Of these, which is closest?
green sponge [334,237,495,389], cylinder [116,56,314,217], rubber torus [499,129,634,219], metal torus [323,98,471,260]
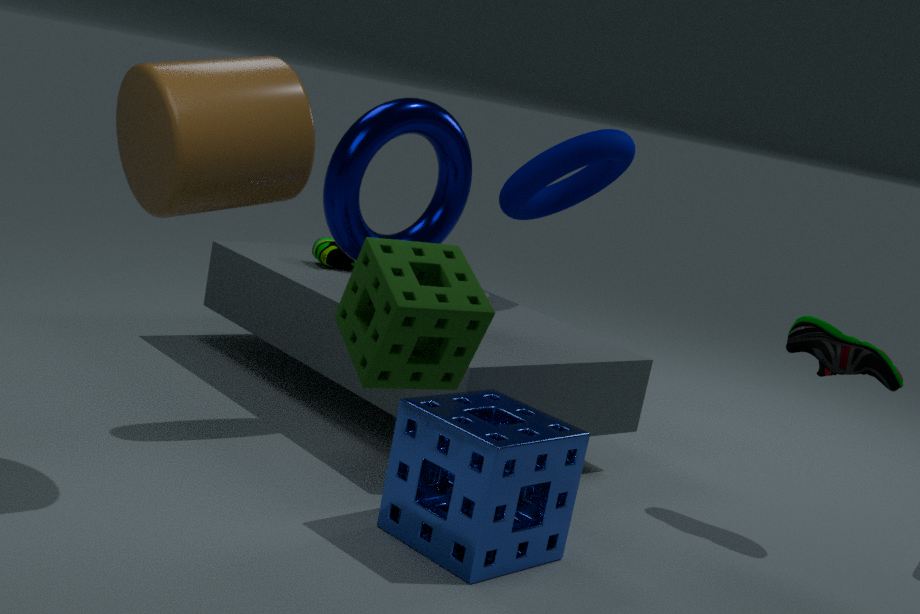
green sponge [334,237,495,389]
